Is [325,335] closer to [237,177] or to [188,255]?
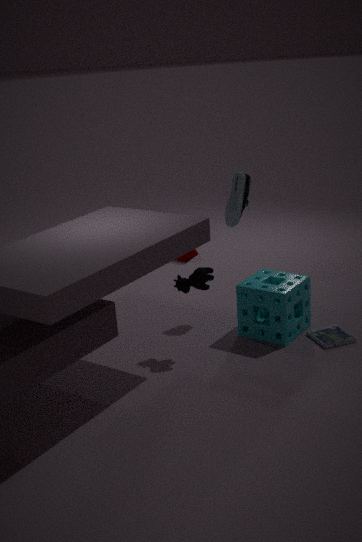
[237,177]
